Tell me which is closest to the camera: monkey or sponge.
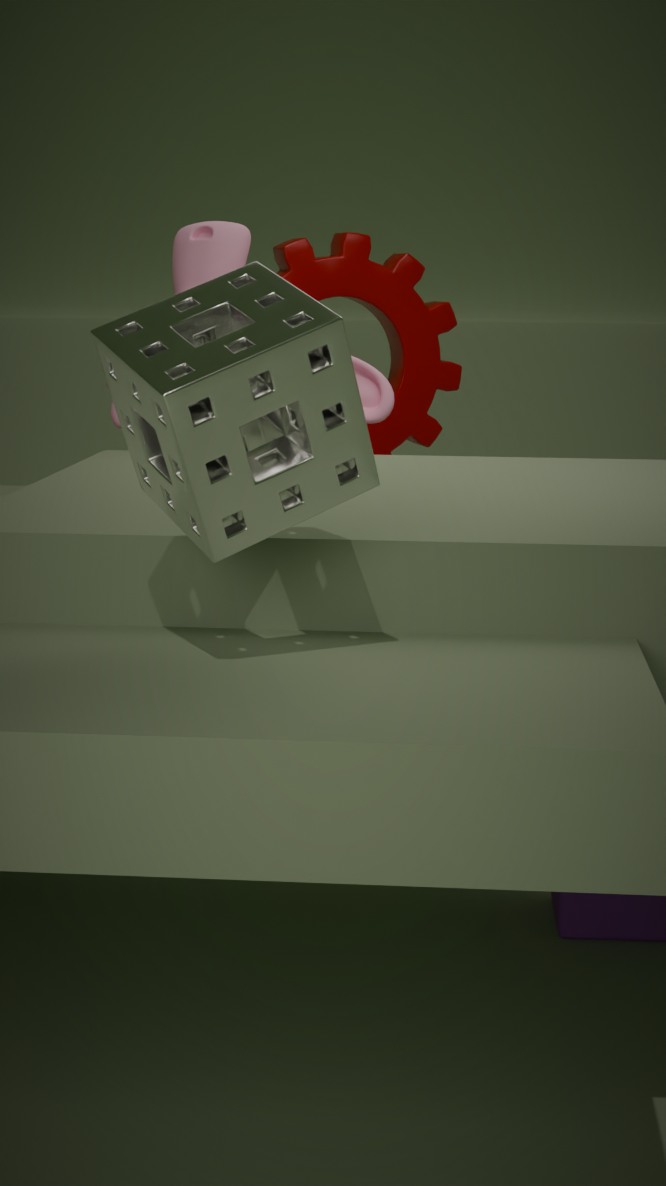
sponge
